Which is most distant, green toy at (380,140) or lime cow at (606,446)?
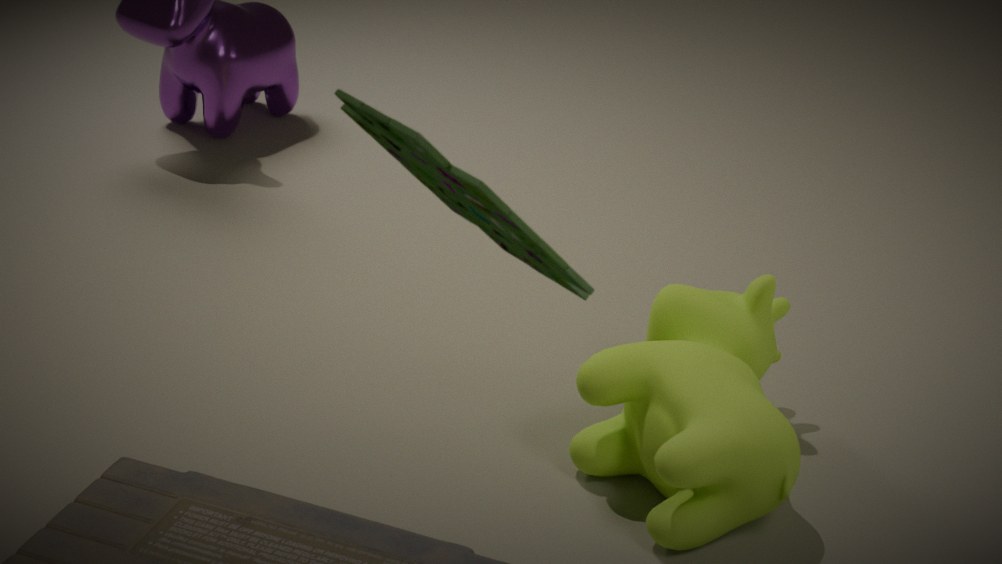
lime cow at (606,446)
